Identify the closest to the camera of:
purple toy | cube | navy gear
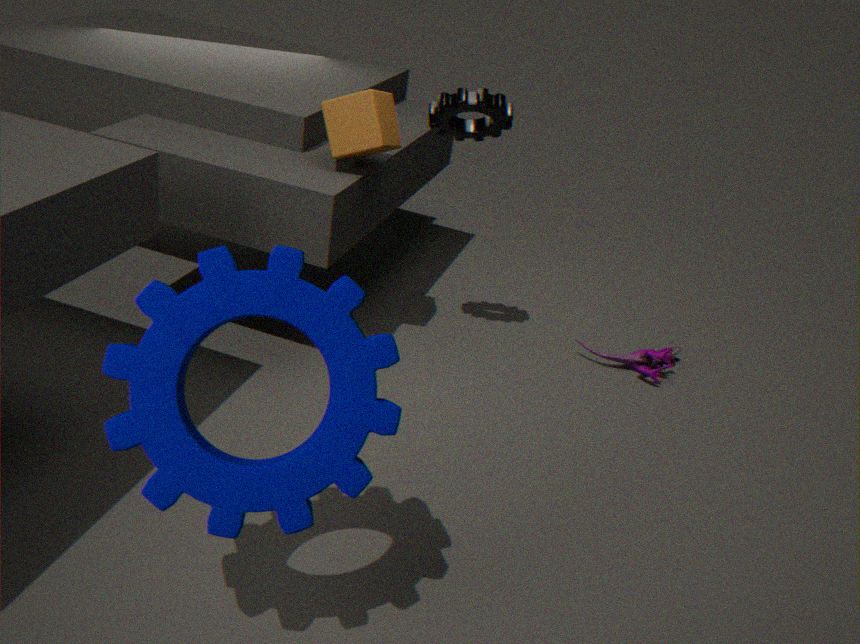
navy gear
